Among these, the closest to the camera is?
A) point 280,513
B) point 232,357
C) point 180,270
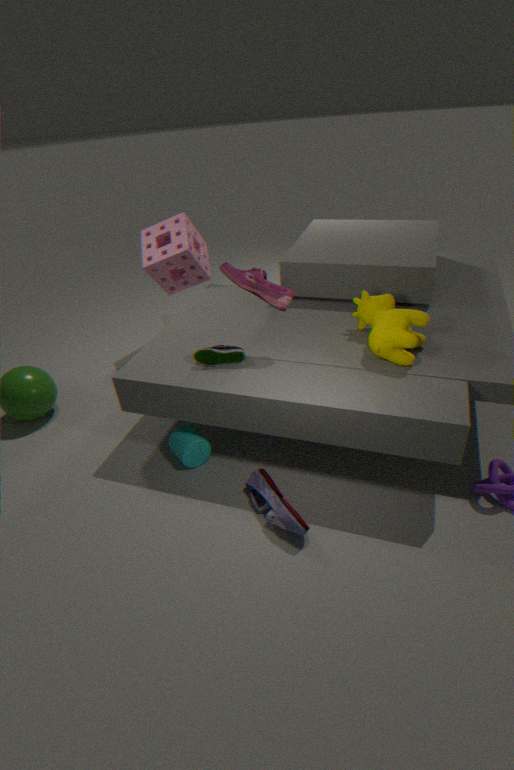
point 280,513
